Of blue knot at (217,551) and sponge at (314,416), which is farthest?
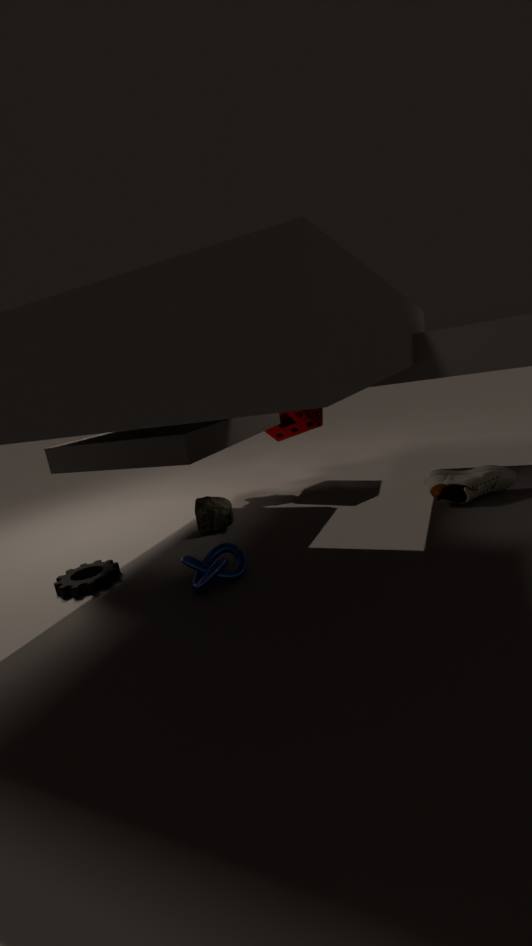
sponge at (314,416)
